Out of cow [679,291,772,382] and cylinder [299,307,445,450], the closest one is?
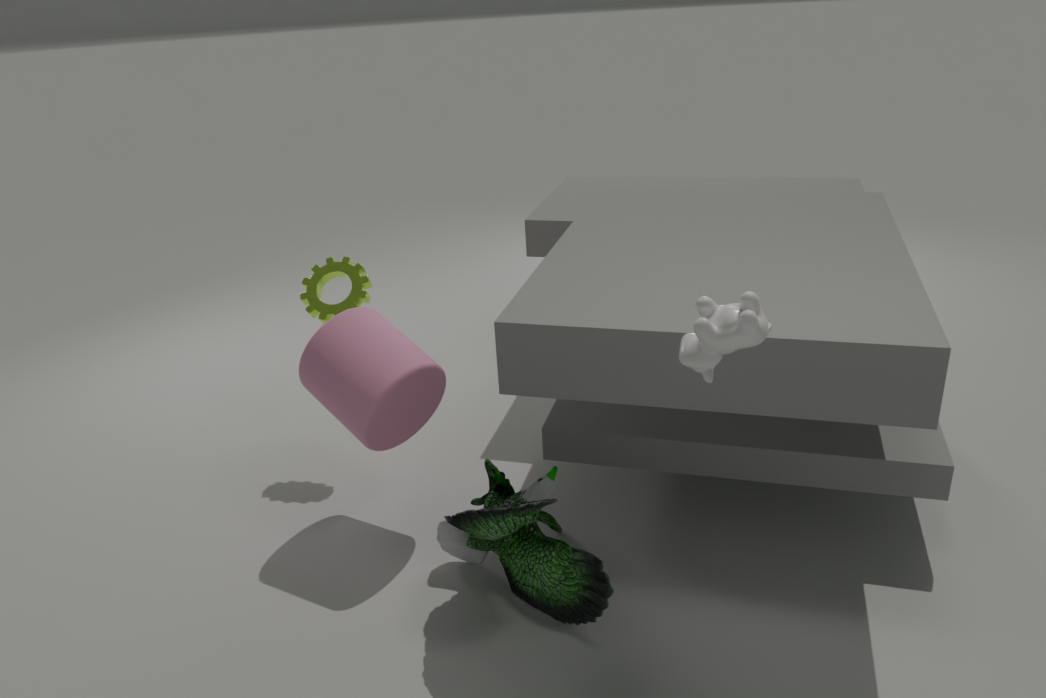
cow [679,291,772,382]
